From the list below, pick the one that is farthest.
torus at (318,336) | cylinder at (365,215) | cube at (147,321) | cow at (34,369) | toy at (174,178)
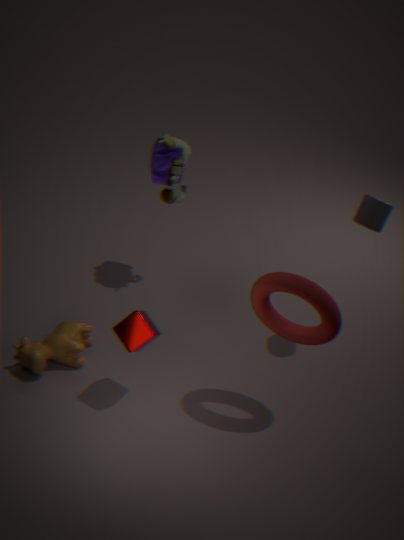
toy at (174,178)
